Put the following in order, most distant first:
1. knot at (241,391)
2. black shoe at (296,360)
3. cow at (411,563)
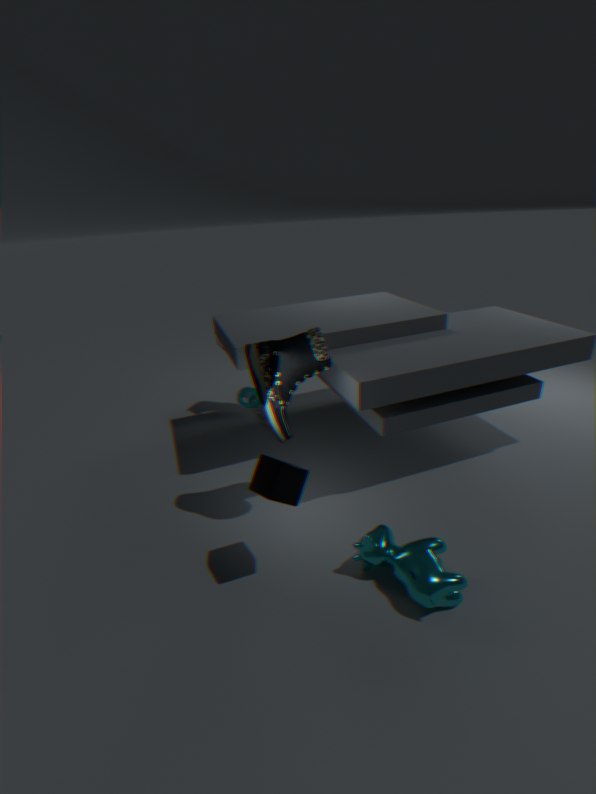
knot at (241,391)
black shoe at (296,360)
cow at (411,563)
